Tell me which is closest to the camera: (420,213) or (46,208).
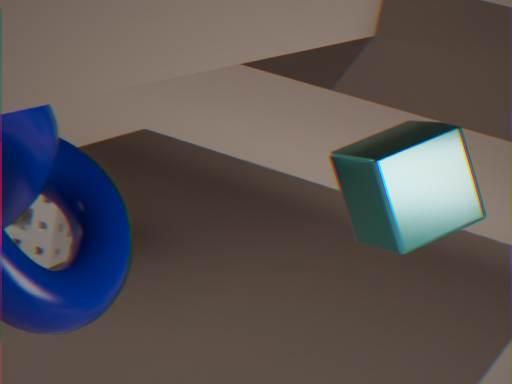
(420,213)
